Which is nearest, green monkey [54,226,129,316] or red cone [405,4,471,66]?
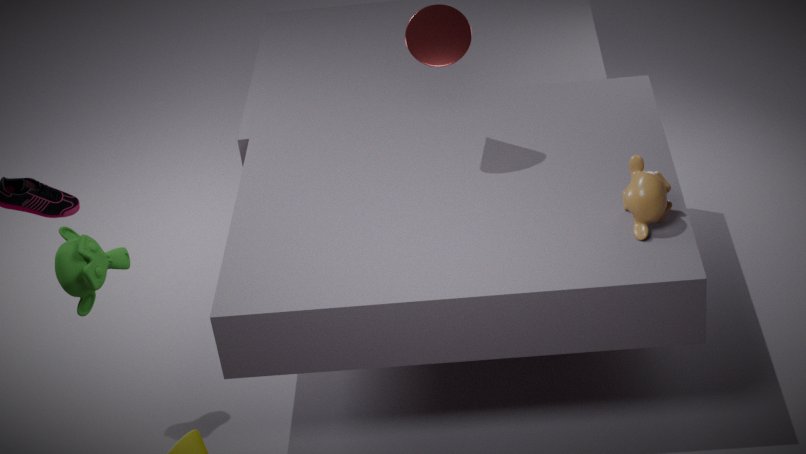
green monkey [54,226,129,316]
